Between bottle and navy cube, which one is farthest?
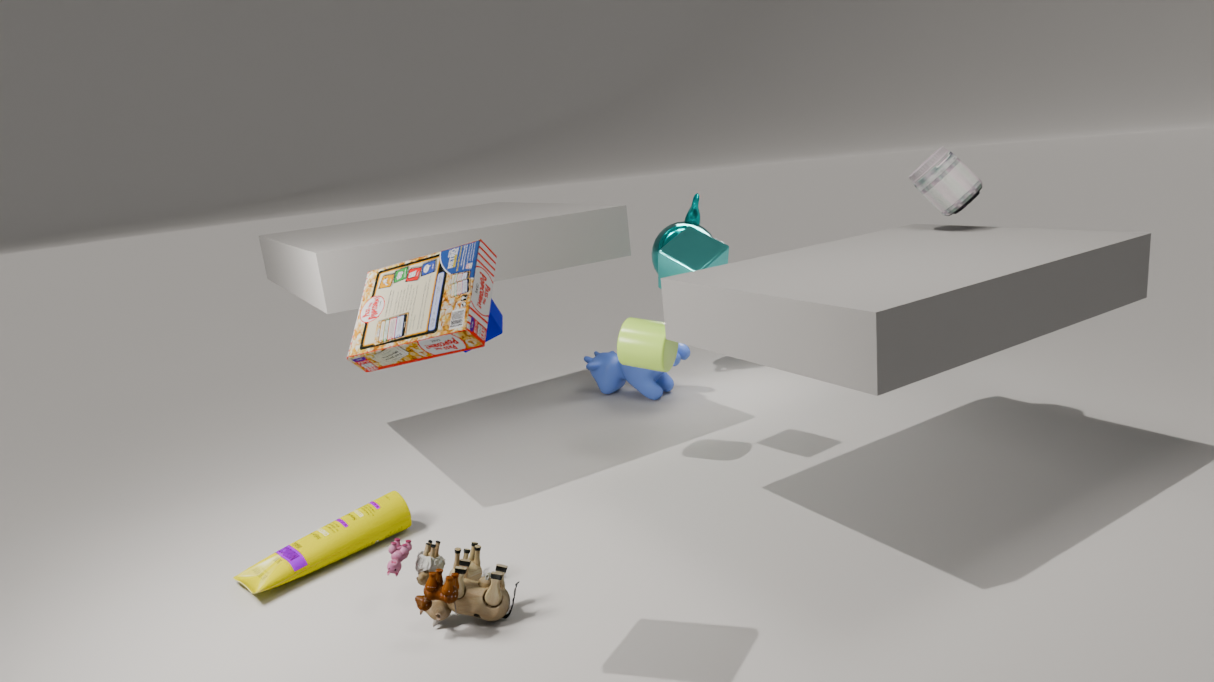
navy cube
